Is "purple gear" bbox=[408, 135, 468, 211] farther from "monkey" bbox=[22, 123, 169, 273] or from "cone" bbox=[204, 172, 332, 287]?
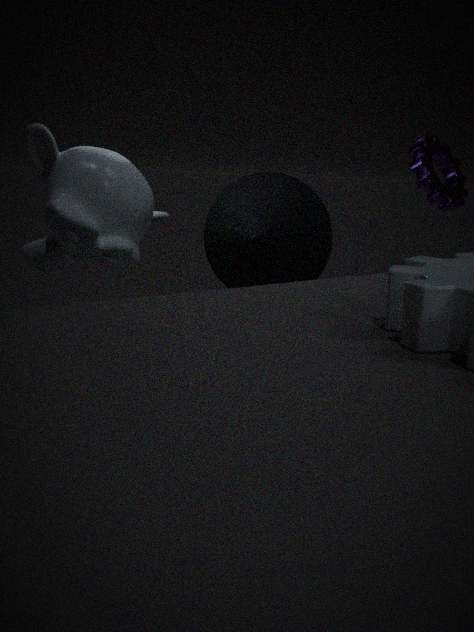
"monkey" bbox=[22, 123, 169, 273]
